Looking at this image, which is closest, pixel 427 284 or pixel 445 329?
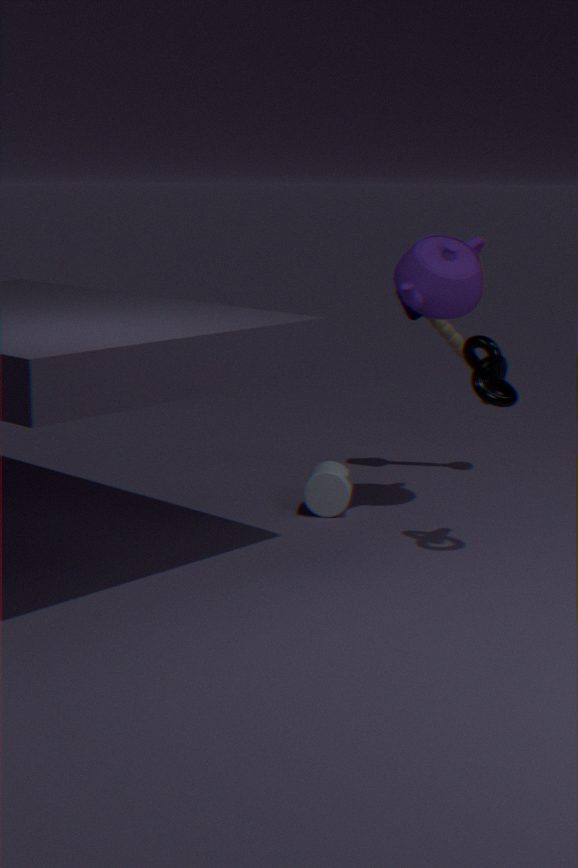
pixel 427 284
